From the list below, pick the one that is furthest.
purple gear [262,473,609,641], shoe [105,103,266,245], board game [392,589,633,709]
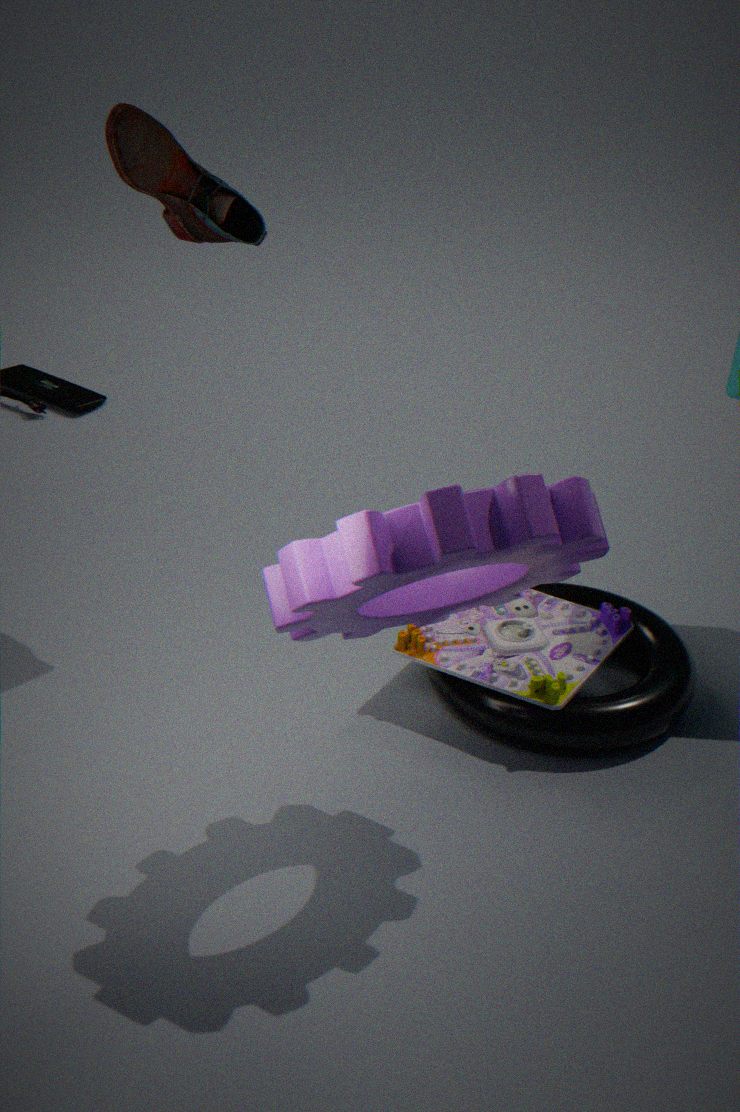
board game [392,589,633,709]
